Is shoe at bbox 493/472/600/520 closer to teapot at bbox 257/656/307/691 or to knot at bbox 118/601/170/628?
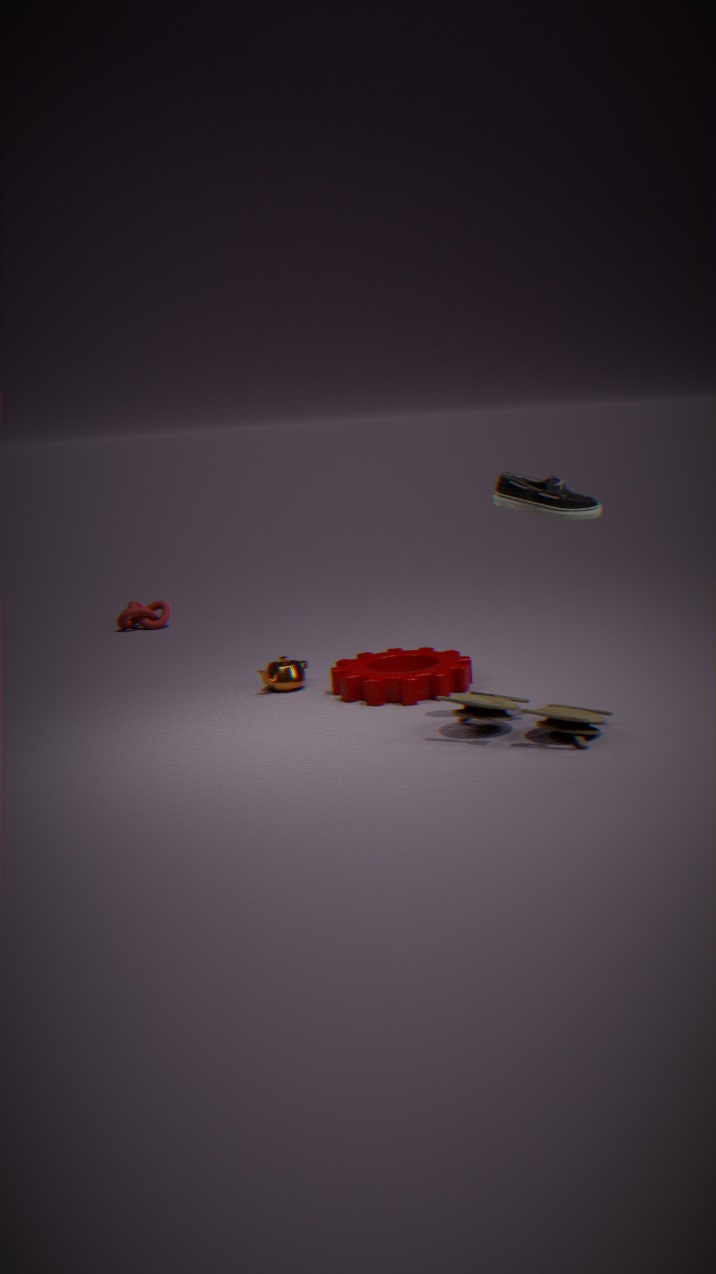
teapot at bbox 257/656/307/691
